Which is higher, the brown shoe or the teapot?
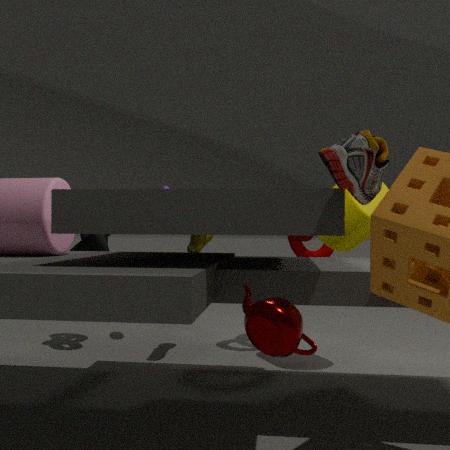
the brown shoe
